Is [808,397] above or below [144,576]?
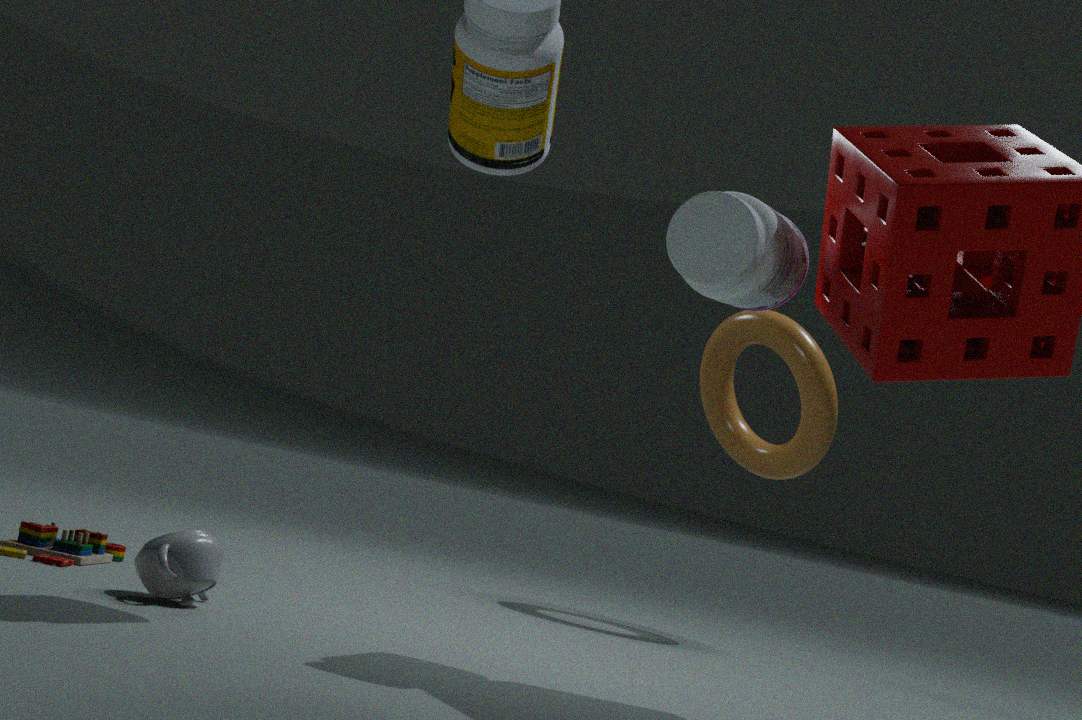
above
